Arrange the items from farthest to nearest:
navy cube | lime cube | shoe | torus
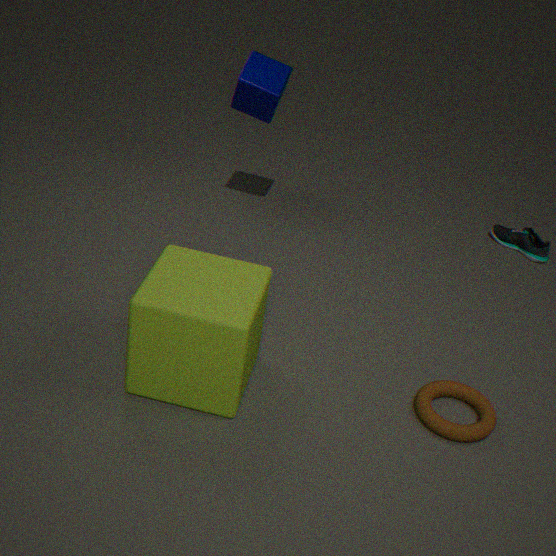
1. shoe
2. navy cube
3. torus
4. lime cube
